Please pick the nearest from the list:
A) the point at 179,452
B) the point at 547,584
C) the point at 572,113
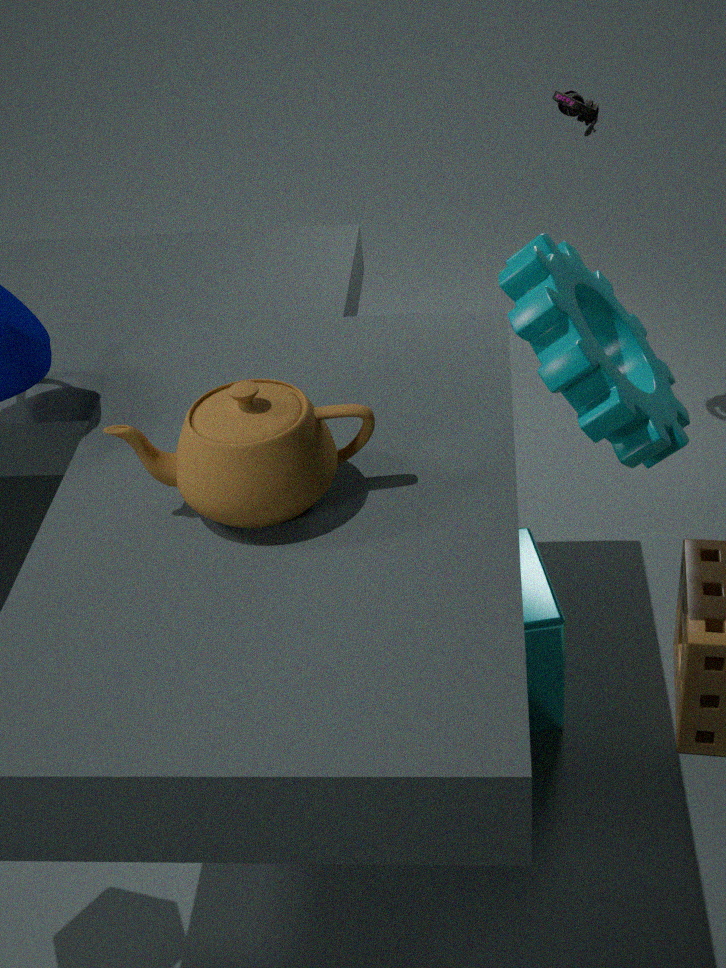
the point at 179,452
